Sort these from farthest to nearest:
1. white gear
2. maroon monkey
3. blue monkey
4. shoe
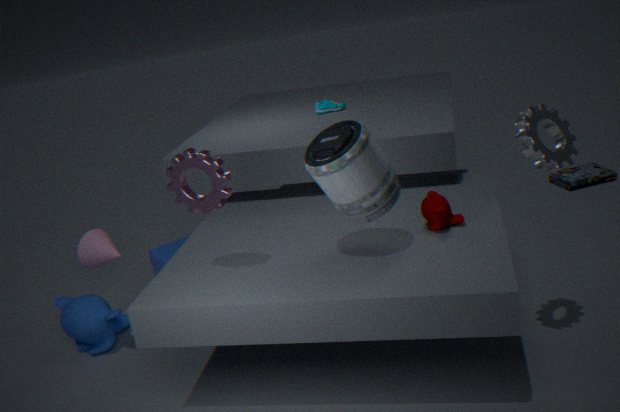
shoe < blue monkey < maroon monkey < white gear
